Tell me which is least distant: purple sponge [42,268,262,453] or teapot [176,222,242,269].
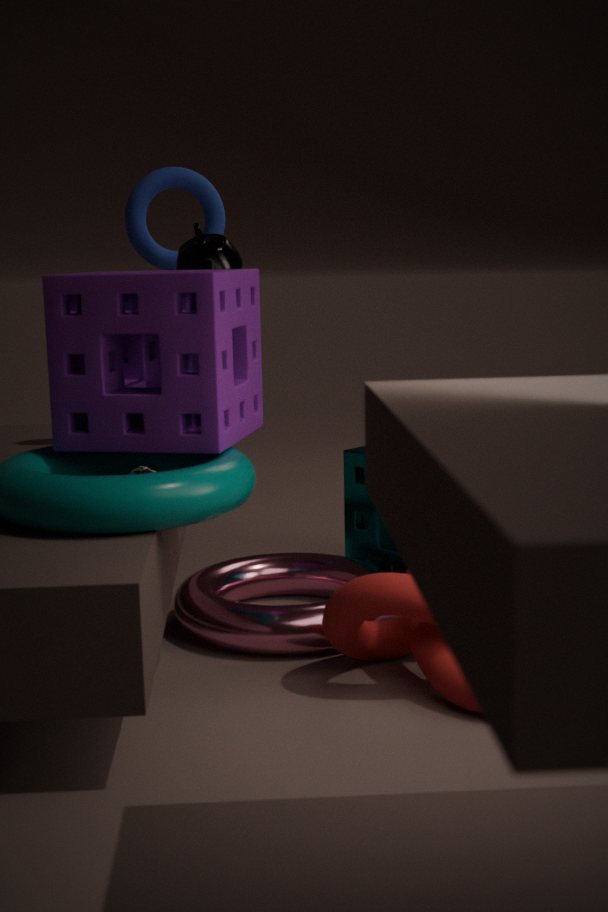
purple sponge [42,268,262,453]
